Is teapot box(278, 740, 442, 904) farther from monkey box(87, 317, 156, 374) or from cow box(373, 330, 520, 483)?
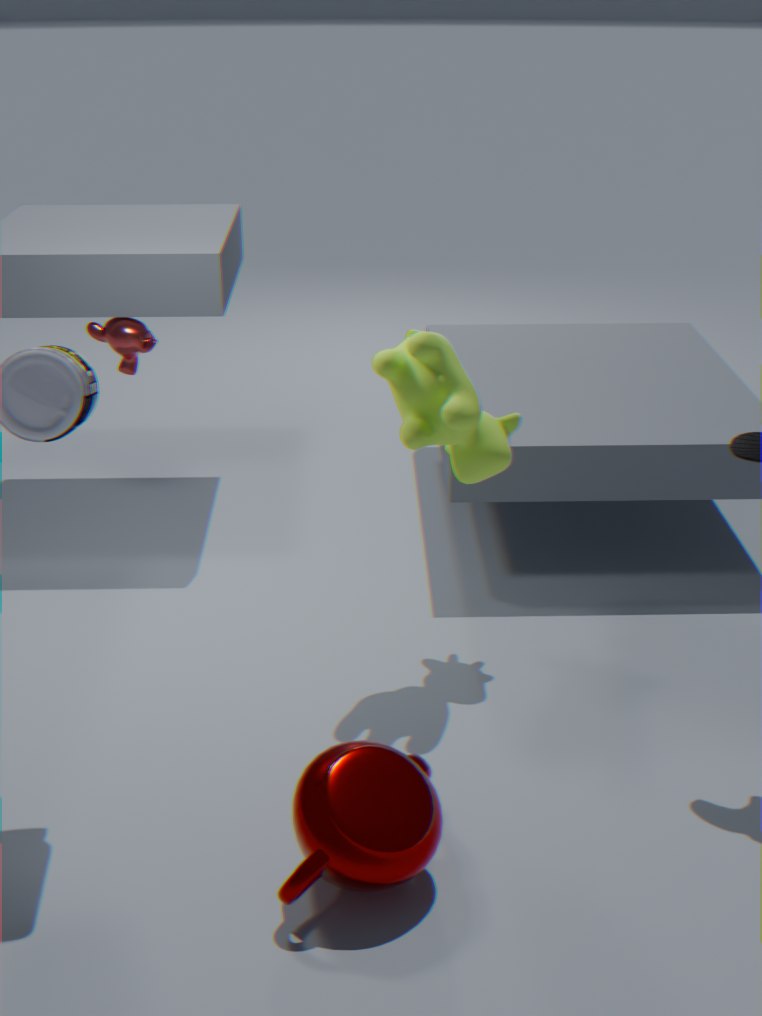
monkey box(87, 317, 156, 374)
